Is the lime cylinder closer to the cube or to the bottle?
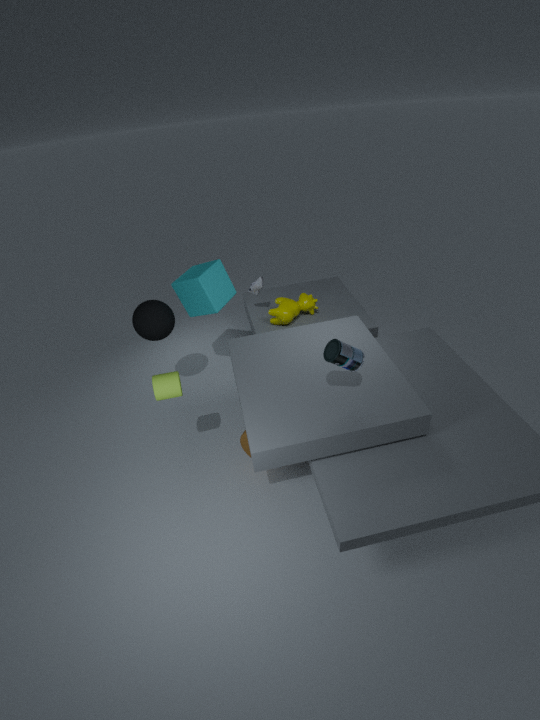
the cube
